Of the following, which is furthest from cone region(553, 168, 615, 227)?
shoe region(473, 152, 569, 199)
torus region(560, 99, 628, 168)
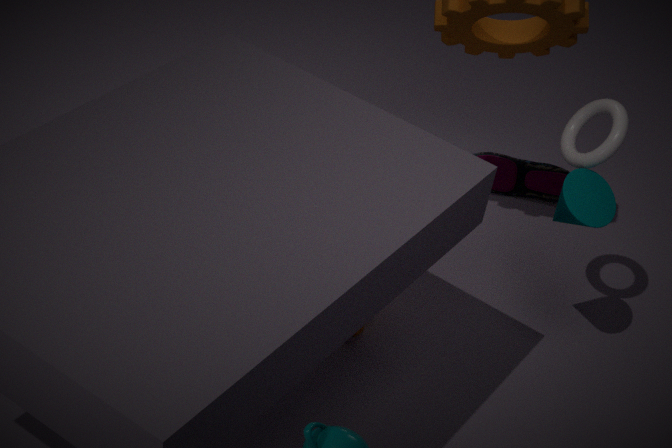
shoe region(473, 152, 569, 199)
